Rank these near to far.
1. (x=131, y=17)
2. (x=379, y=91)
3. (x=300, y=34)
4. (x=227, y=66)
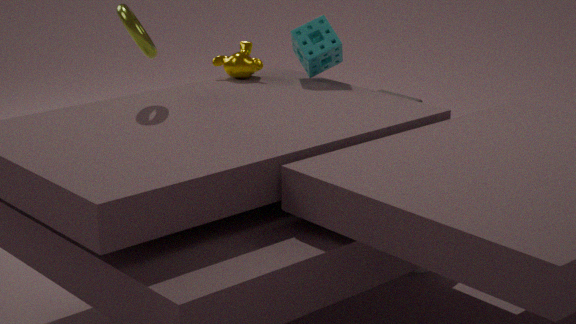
(x=131, y=17), (x=300, y=34), (x=227, y=66), (x=379, y=91)
